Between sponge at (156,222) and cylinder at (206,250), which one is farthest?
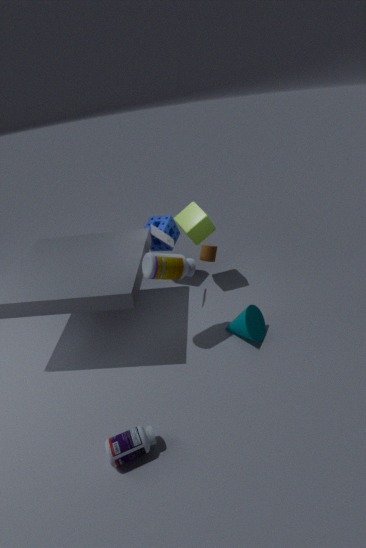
sponge at (156,222)
